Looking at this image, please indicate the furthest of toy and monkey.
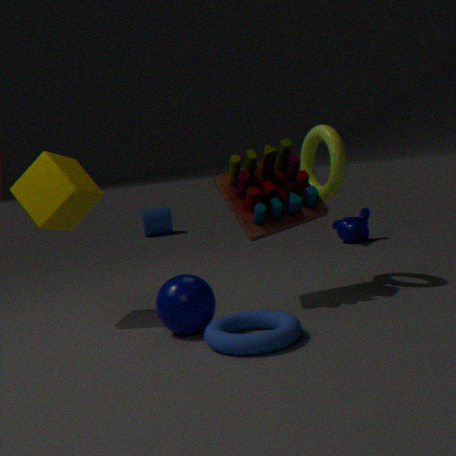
monkey
